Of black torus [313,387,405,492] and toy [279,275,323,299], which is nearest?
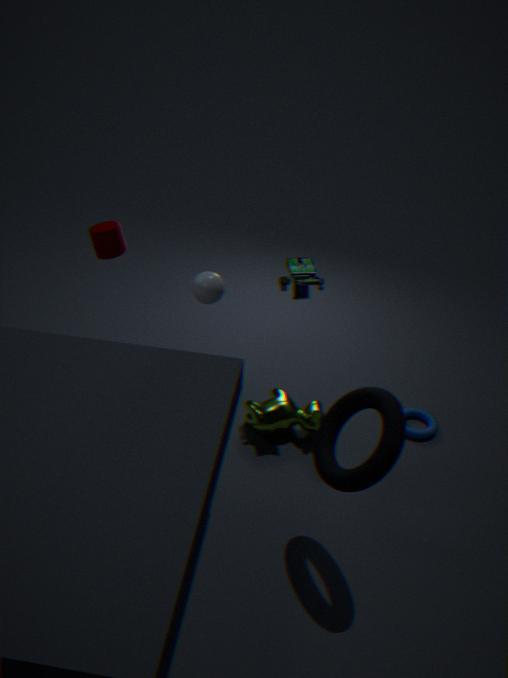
black torus [313,387,405,492]
